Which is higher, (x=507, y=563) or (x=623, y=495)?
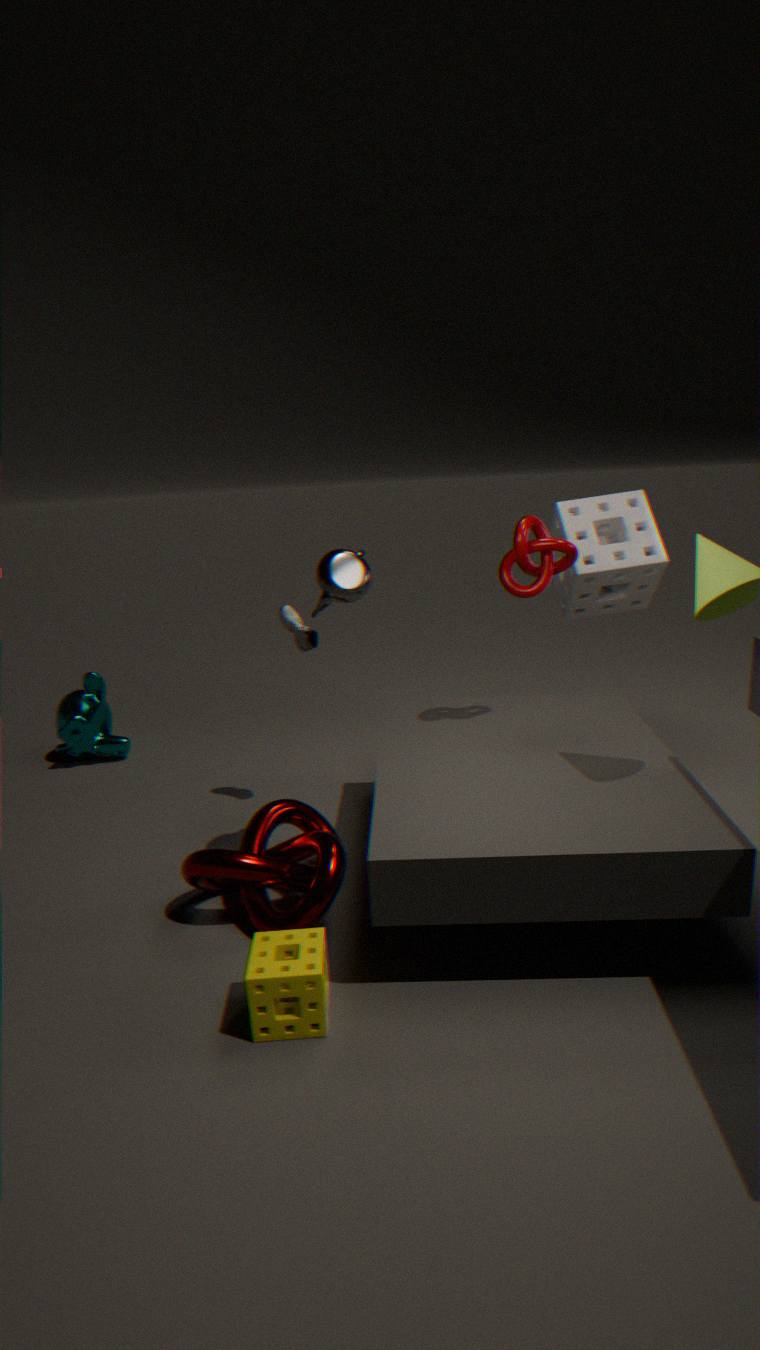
(x=507, y=563)
